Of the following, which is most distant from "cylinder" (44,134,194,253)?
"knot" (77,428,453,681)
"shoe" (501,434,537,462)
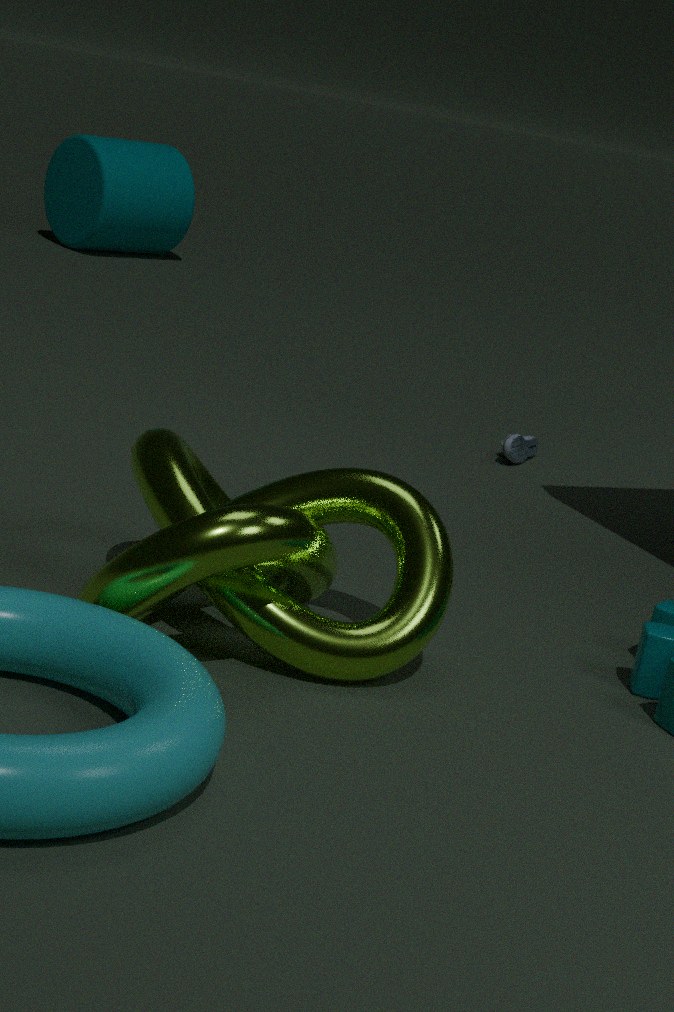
"knot" (77,428,453,681)
